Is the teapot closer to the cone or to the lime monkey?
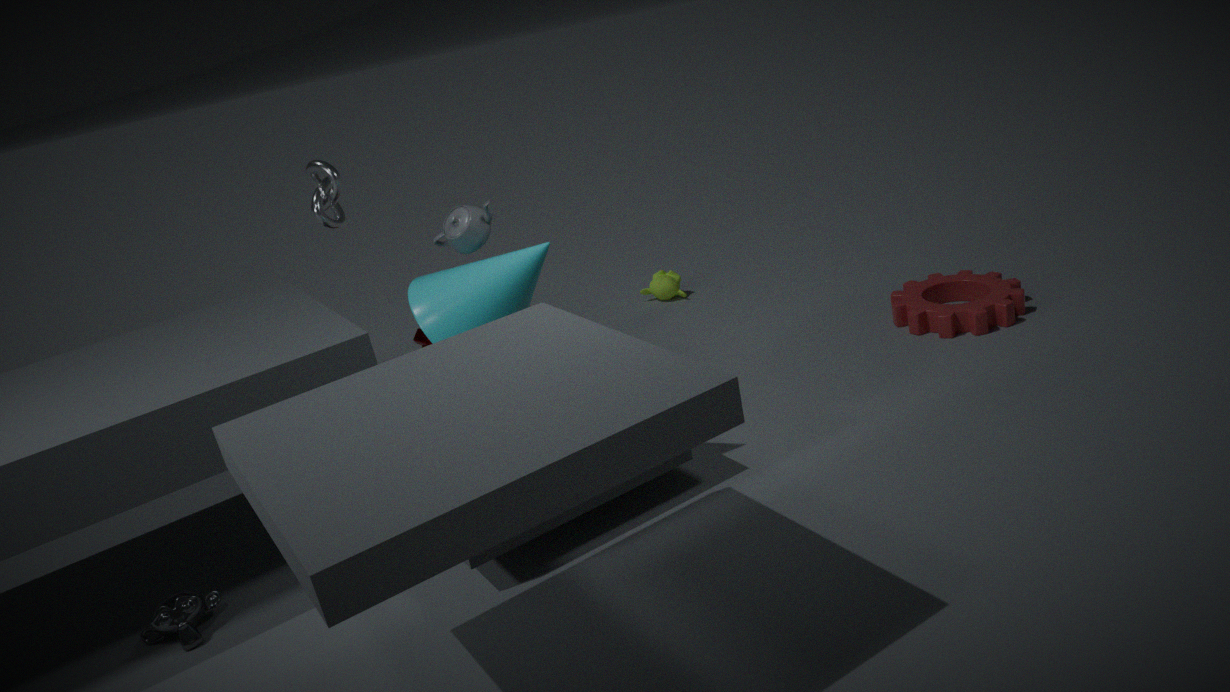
the cone
